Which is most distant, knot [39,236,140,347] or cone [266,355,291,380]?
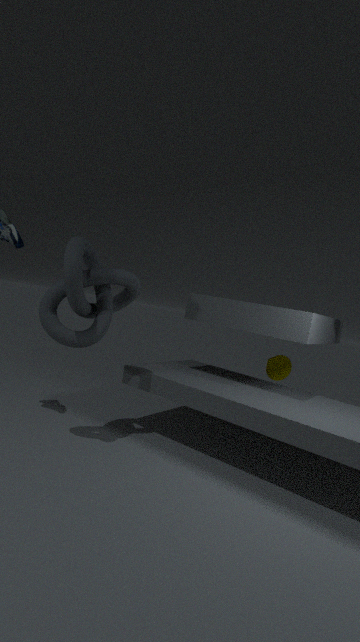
cone [266,355,291,380]
